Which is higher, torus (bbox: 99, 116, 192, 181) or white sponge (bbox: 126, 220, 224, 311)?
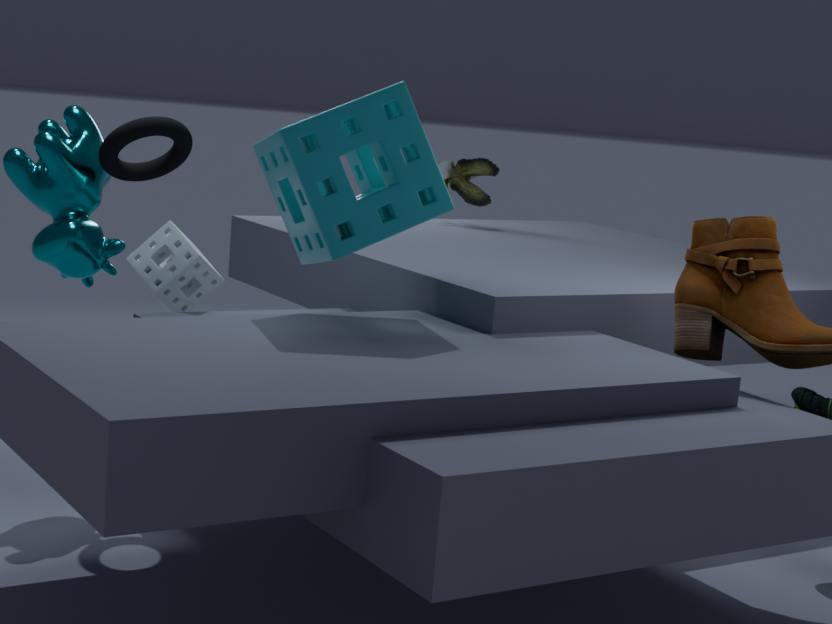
torus (bbox: 99, 116, 192, 181)
